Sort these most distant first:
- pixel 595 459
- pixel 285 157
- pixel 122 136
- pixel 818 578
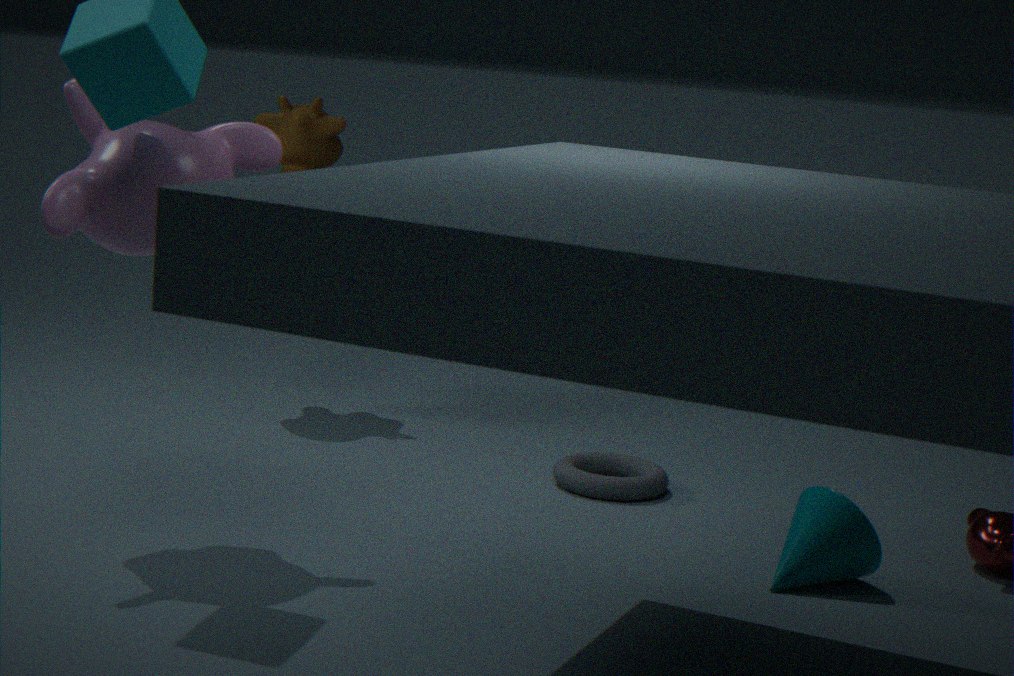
pixel 285 157 < pixel 595 459 < pixel 818 578 < pixel 122 136
